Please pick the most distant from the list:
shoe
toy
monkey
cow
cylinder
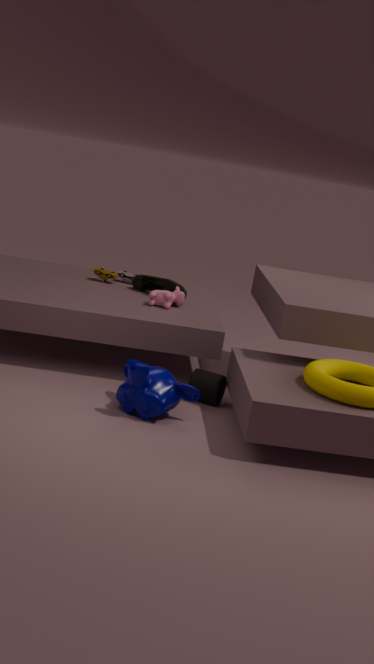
toy
